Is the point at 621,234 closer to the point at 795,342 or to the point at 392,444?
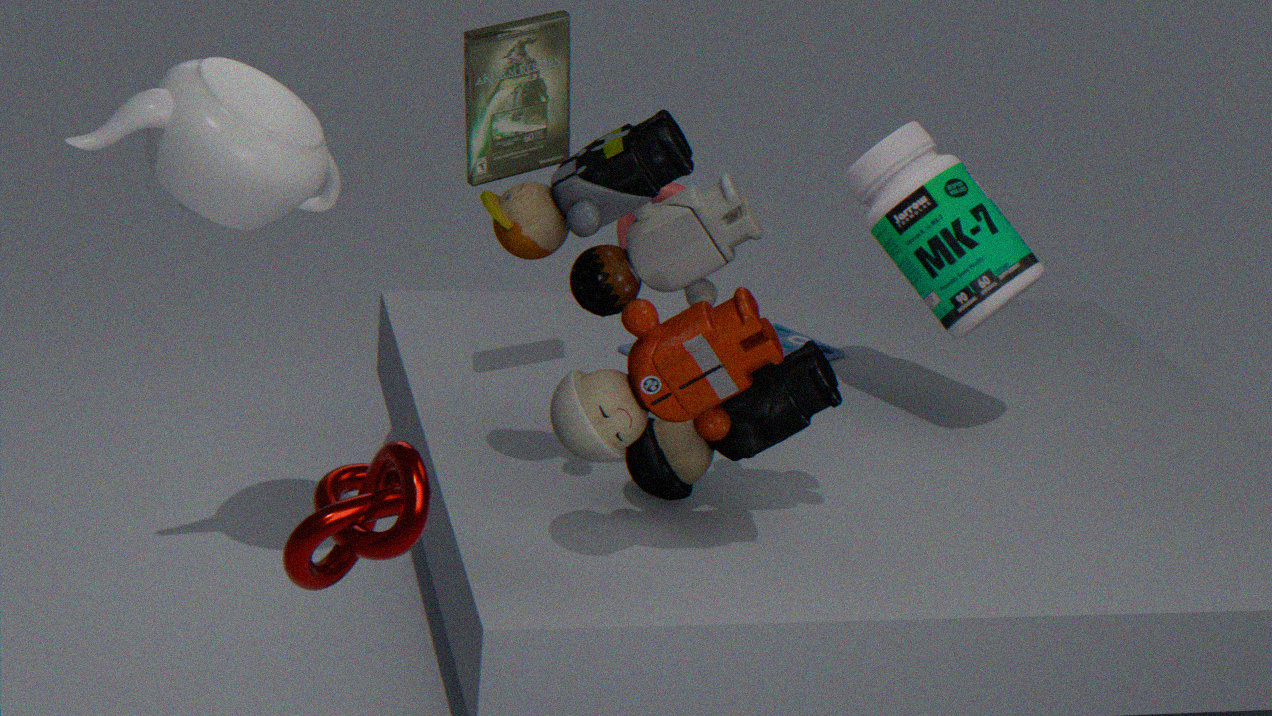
the point at 795,342
